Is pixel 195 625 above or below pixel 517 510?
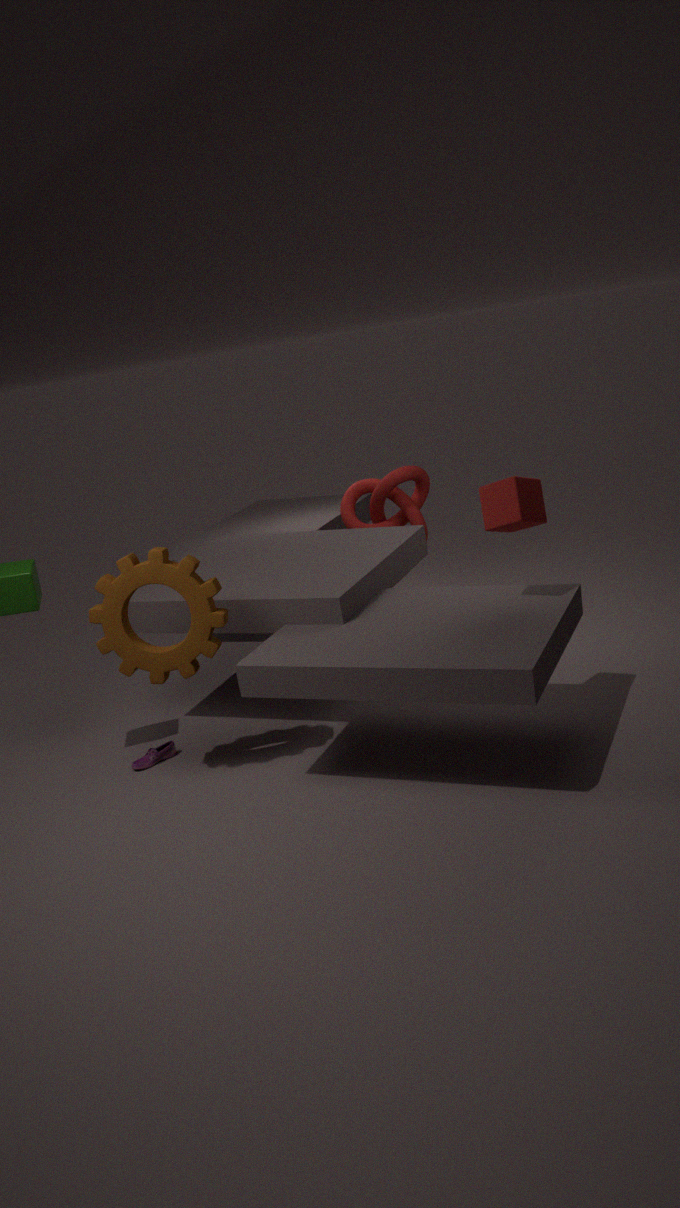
below
